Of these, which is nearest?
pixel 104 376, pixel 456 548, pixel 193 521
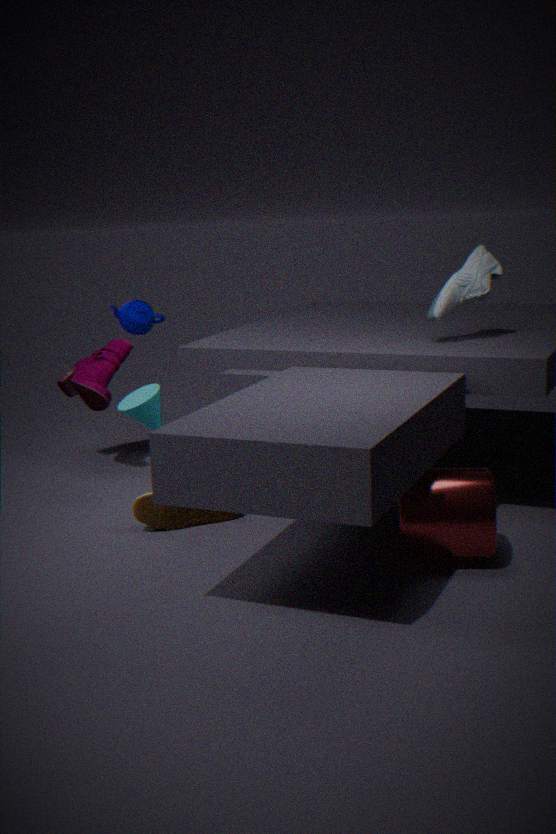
pixel 456 548
